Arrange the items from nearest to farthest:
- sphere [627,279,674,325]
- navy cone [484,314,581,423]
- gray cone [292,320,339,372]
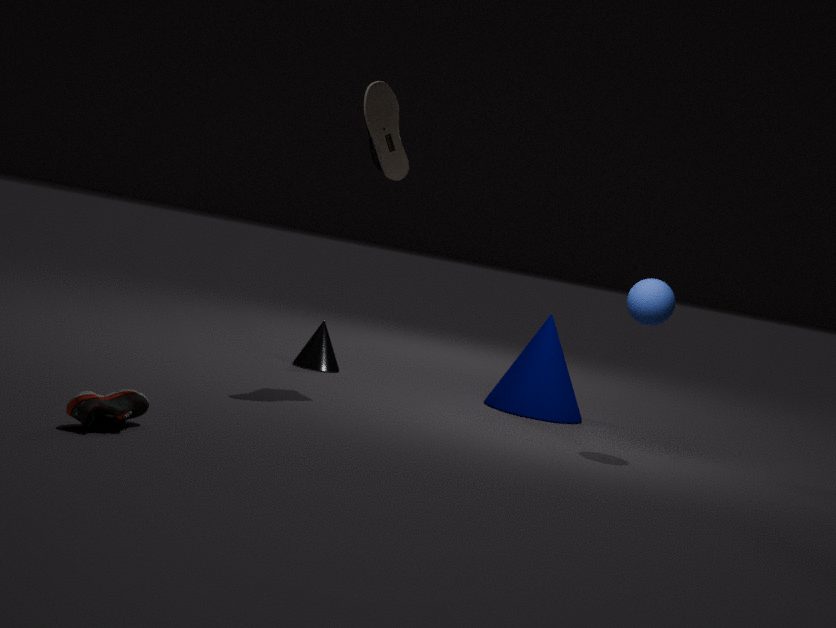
sphere [627,279,674,325]
navy cone [484,314,581,423]
gray cone [292,320,339,372]
